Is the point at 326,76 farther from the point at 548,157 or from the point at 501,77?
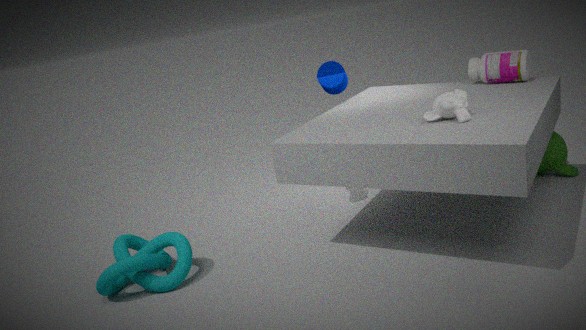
the point at 548,157
